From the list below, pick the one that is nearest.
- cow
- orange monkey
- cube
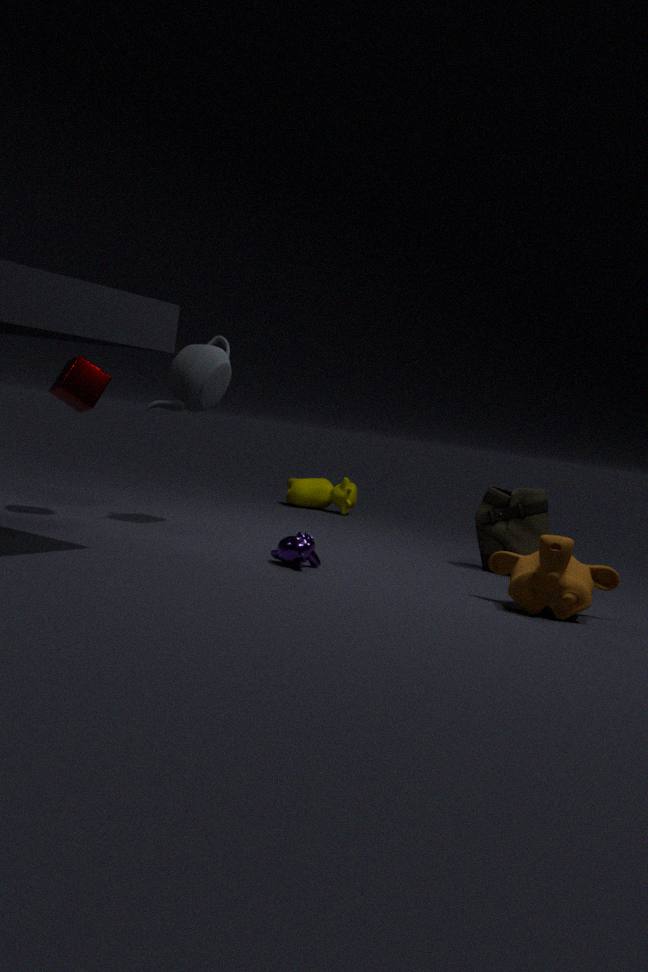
orange monkey
